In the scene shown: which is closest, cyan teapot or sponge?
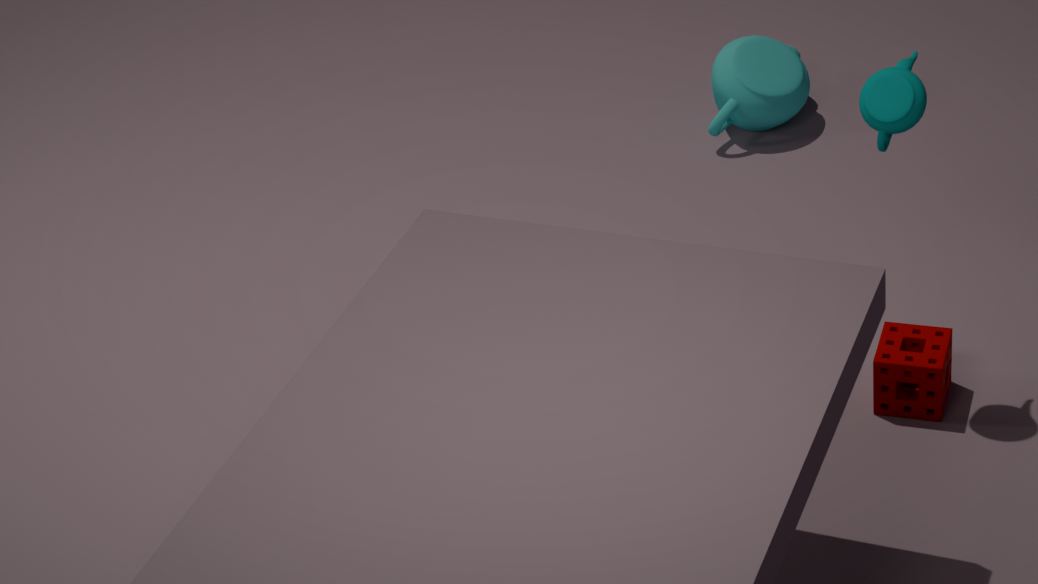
sponge
